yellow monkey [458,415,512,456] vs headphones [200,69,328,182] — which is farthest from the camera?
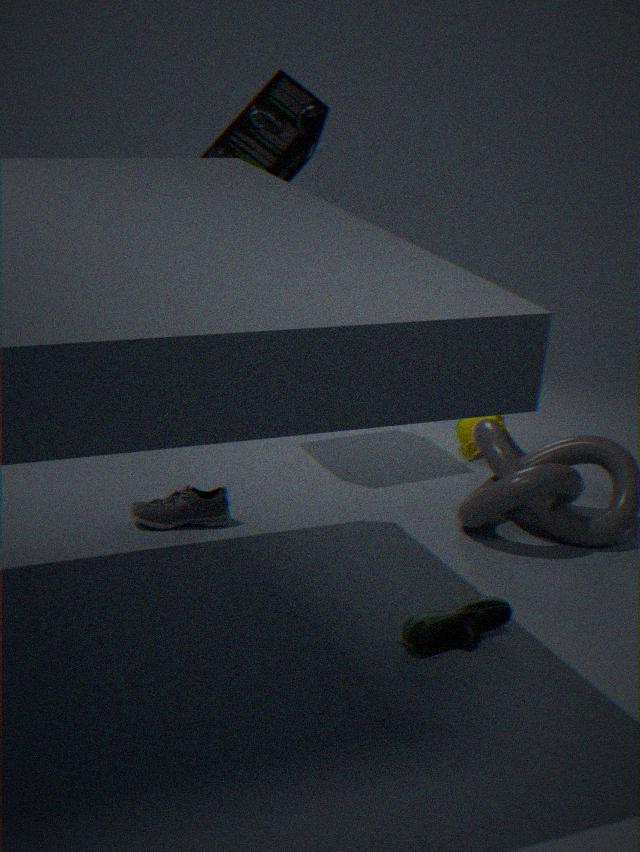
yellow monkey [458,415,512,456]
